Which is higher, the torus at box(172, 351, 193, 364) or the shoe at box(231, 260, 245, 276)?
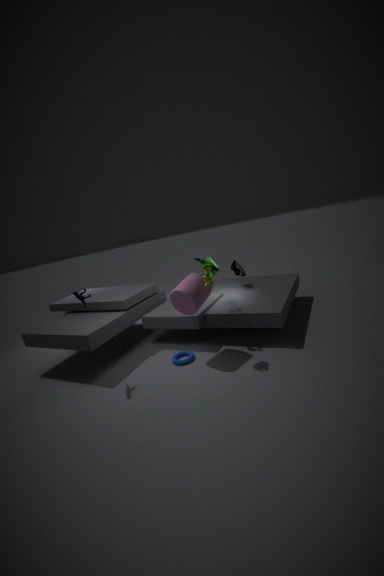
the shoe at box(231, 260, 245, 276)
